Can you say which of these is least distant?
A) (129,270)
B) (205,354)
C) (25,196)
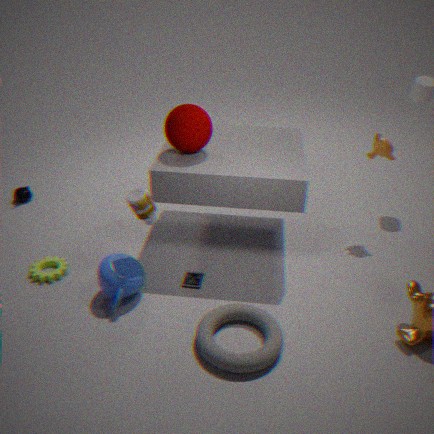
B. (205,354)
